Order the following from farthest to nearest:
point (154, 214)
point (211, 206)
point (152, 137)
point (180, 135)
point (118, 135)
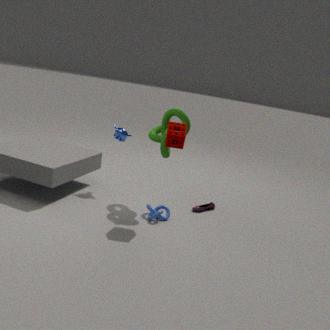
point (211, 206), point (118, 135), point (152, 137), point (154, 214), point (180, 135)
